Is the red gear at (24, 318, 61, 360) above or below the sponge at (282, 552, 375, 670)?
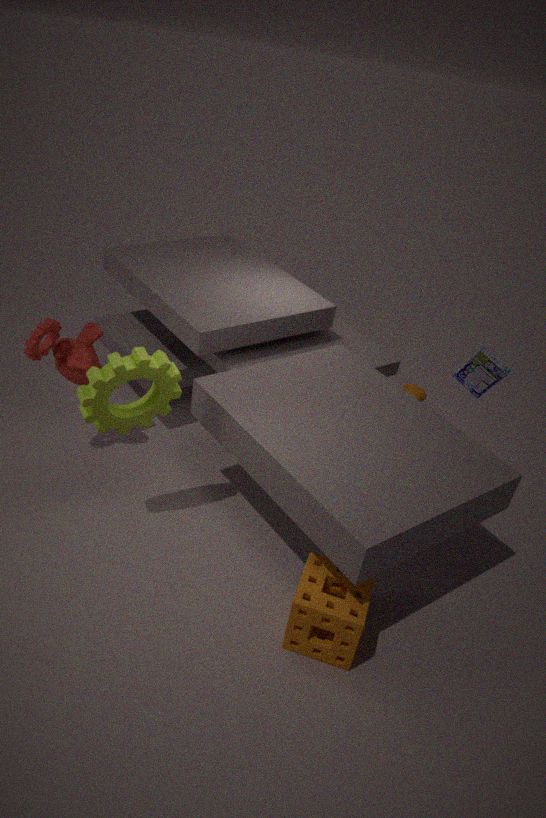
above
